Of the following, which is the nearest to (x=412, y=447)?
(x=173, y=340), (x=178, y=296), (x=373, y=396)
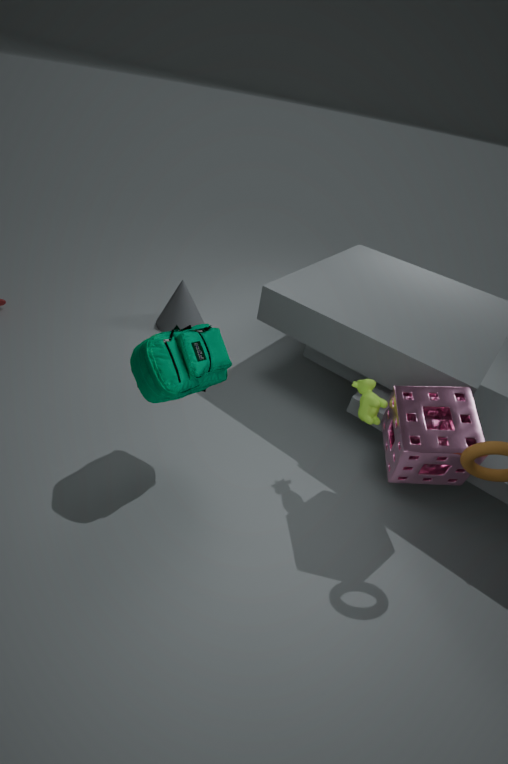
(x=373, y=396)
